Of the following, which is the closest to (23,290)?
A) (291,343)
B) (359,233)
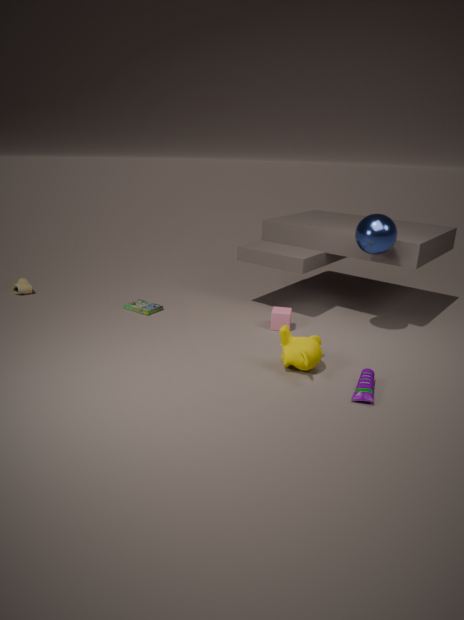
(291,343)
